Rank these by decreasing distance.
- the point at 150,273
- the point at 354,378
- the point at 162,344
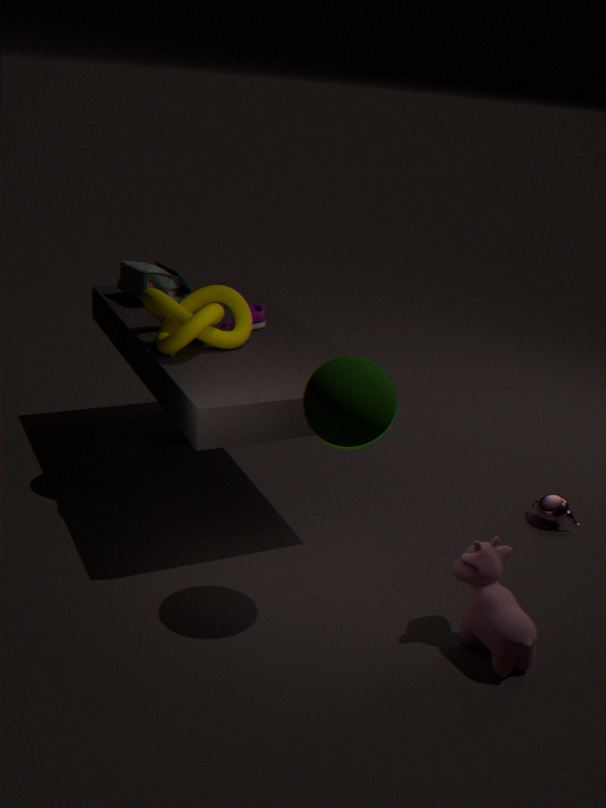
the point at 150,273 → the point at 162,344 → the point at 354,378
